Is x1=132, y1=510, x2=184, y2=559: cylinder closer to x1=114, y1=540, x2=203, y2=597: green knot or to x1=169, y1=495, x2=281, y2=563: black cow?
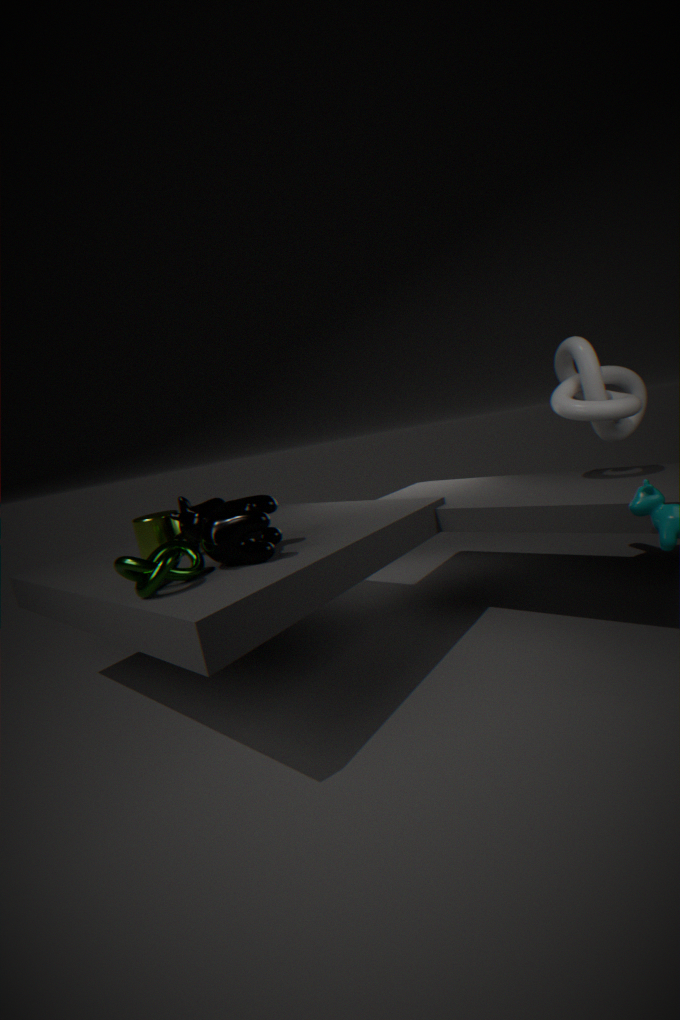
x1=169, y1=495, x2=281, y2=563: black cow
